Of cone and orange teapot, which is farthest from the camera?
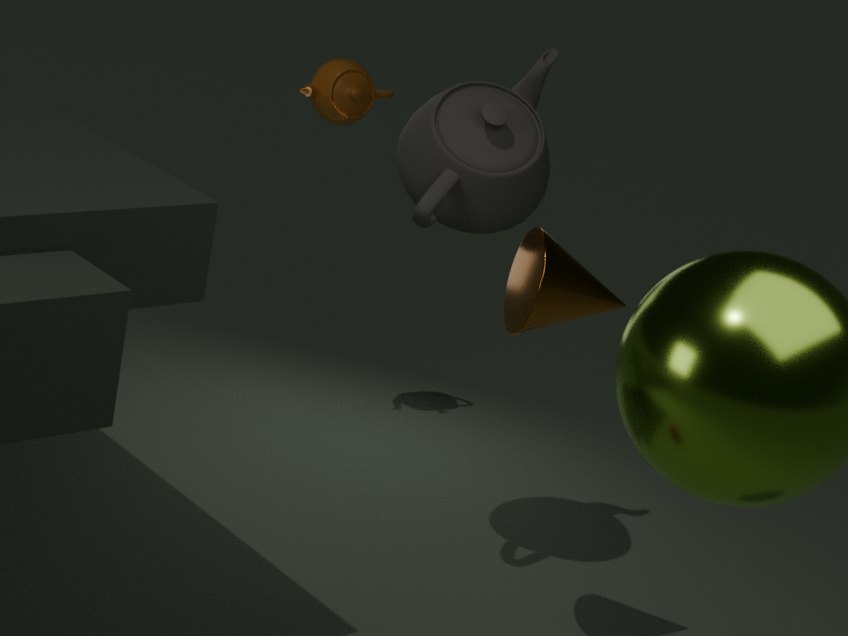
orange teapot
